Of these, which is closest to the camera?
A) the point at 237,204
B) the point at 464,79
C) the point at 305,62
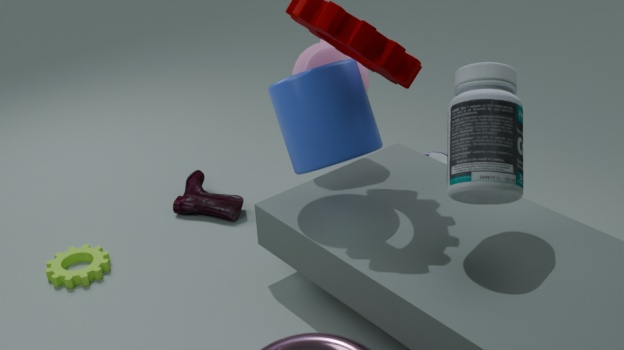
the point at 464,79
